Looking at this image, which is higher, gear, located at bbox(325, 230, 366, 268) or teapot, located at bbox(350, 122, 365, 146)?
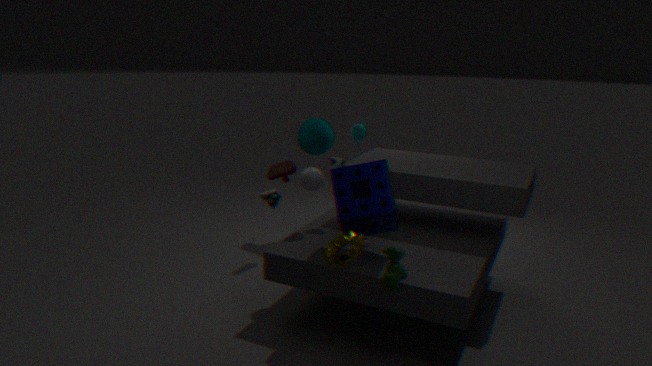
teapot, located at bbox(350, 122, 365, 146)
